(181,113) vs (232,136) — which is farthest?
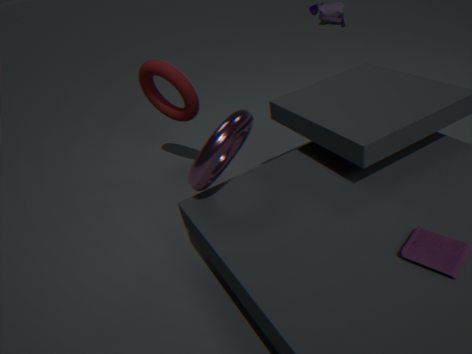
(181,113)
